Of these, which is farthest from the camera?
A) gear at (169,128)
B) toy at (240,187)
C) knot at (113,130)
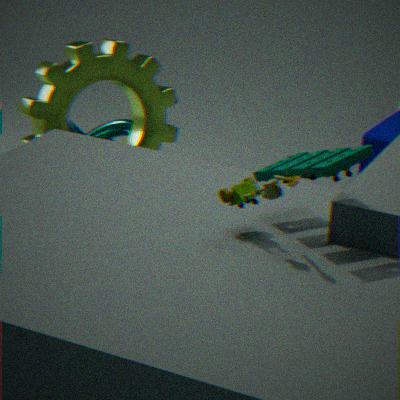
knot at (113,130)
